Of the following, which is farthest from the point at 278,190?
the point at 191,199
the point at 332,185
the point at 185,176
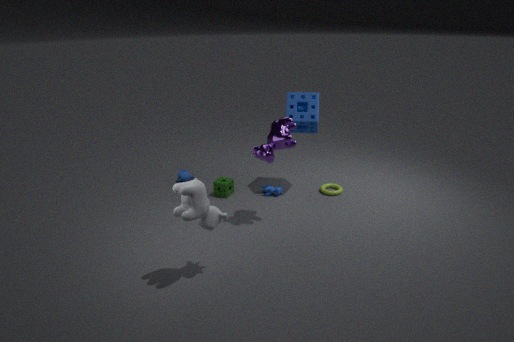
the point at 191,199
